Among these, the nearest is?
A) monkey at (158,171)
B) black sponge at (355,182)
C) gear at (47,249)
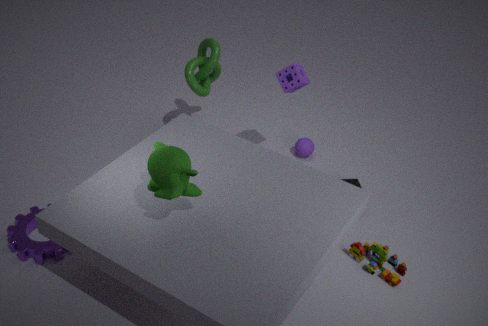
monkey at (158,171)
